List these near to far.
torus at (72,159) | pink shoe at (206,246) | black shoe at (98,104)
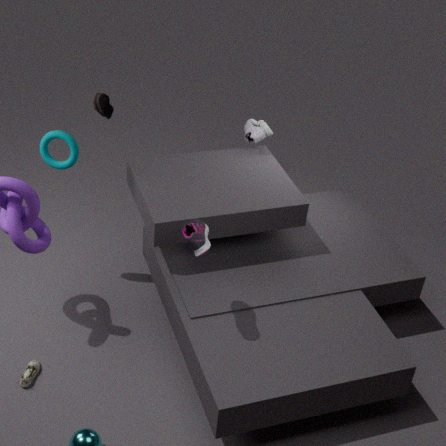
pink shoe at (206,246) < torus at (72,159) < black shoe at (98,104)
